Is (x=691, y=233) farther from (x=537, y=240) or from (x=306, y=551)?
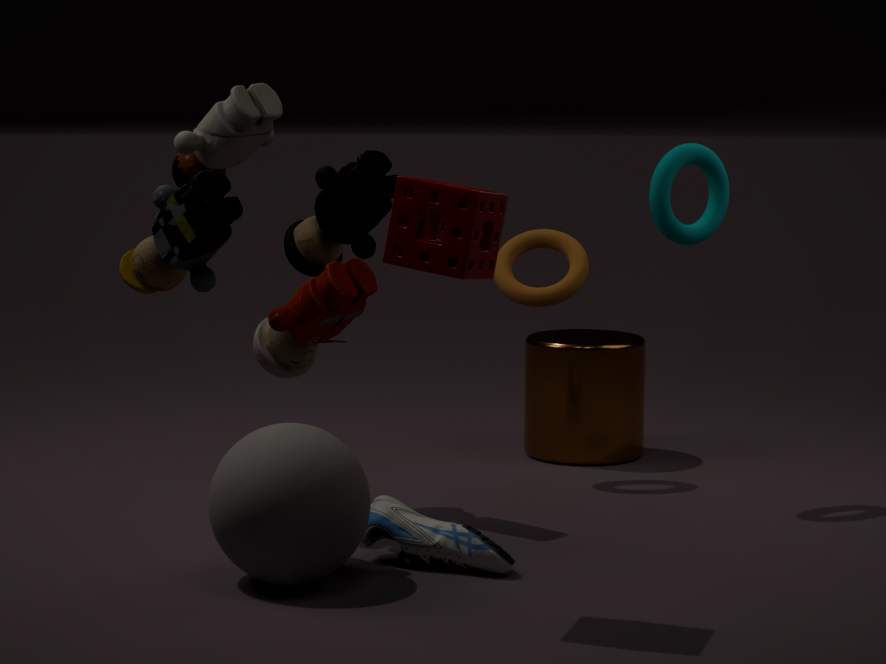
(x=306, y=551)
